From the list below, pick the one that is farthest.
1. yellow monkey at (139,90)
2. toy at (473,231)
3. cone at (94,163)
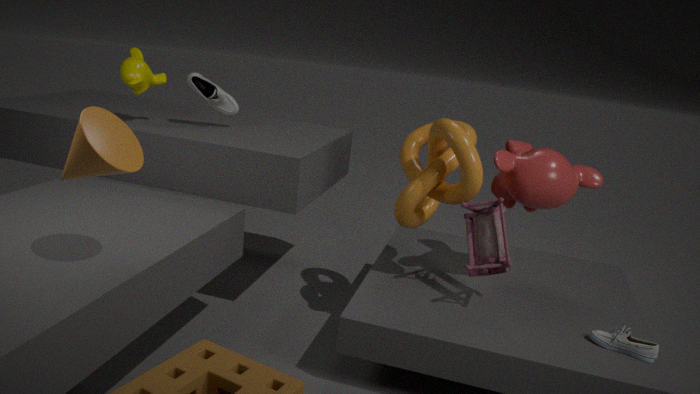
yellow monkey at (139,90)
